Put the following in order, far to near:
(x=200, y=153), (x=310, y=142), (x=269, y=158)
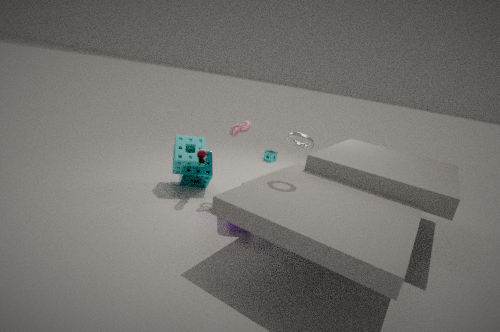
(x=269, y=158), (x=200, y=153), (x=310, y=142)
